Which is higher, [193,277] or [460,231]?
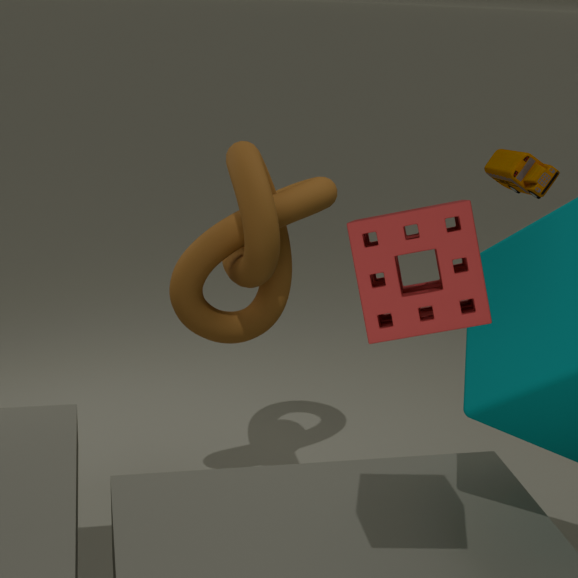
[460,231]
